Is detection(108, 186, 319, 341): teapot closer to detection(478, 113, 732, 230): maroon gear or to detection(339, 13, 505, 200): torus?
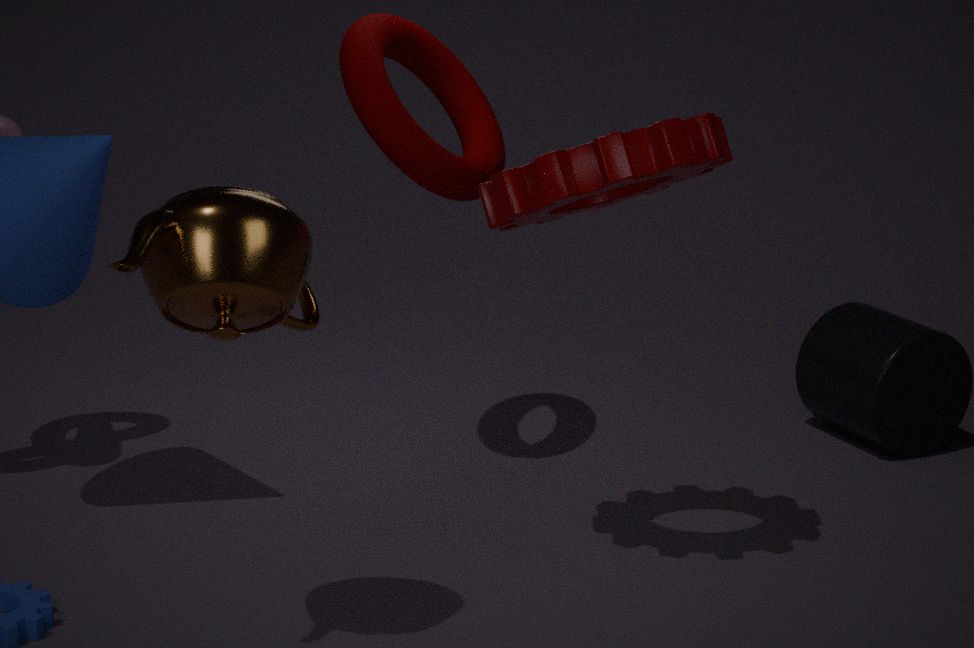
detection(478, 113, 732, 230): maroon gear
